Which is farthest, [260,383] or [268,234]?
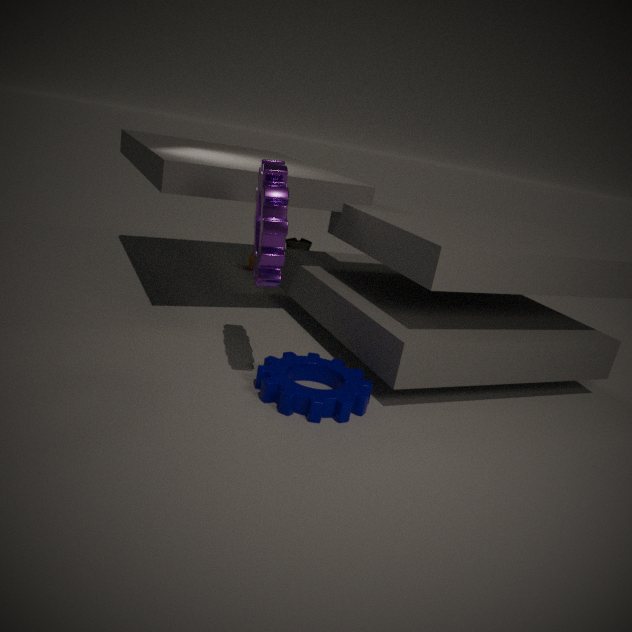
[260,383]
